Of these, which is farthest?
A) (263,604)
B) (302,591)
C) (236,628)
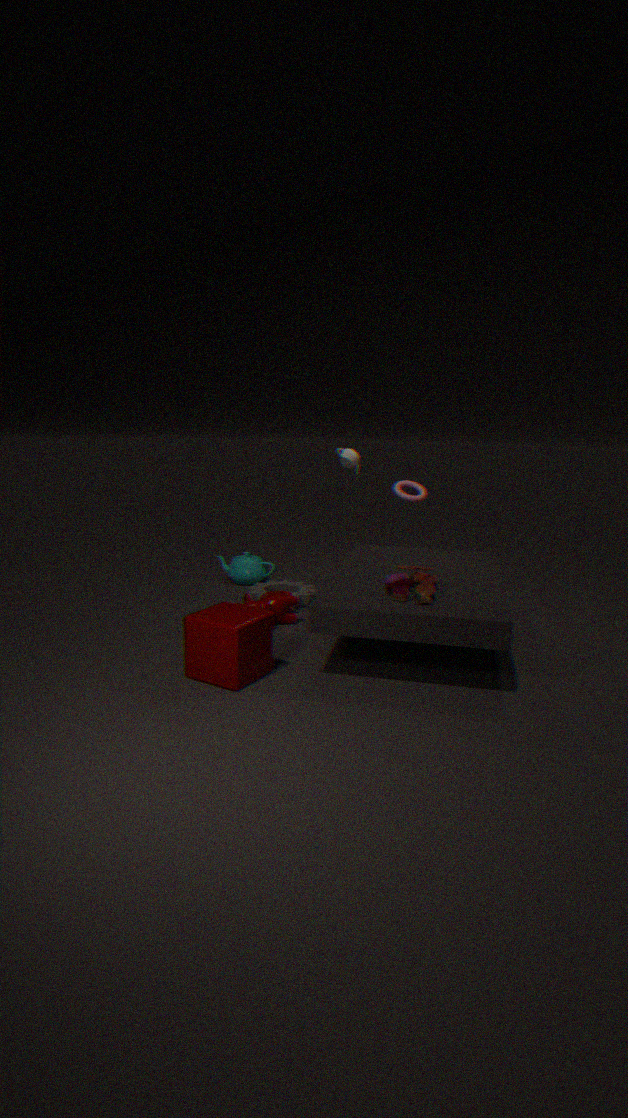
(302,591)
